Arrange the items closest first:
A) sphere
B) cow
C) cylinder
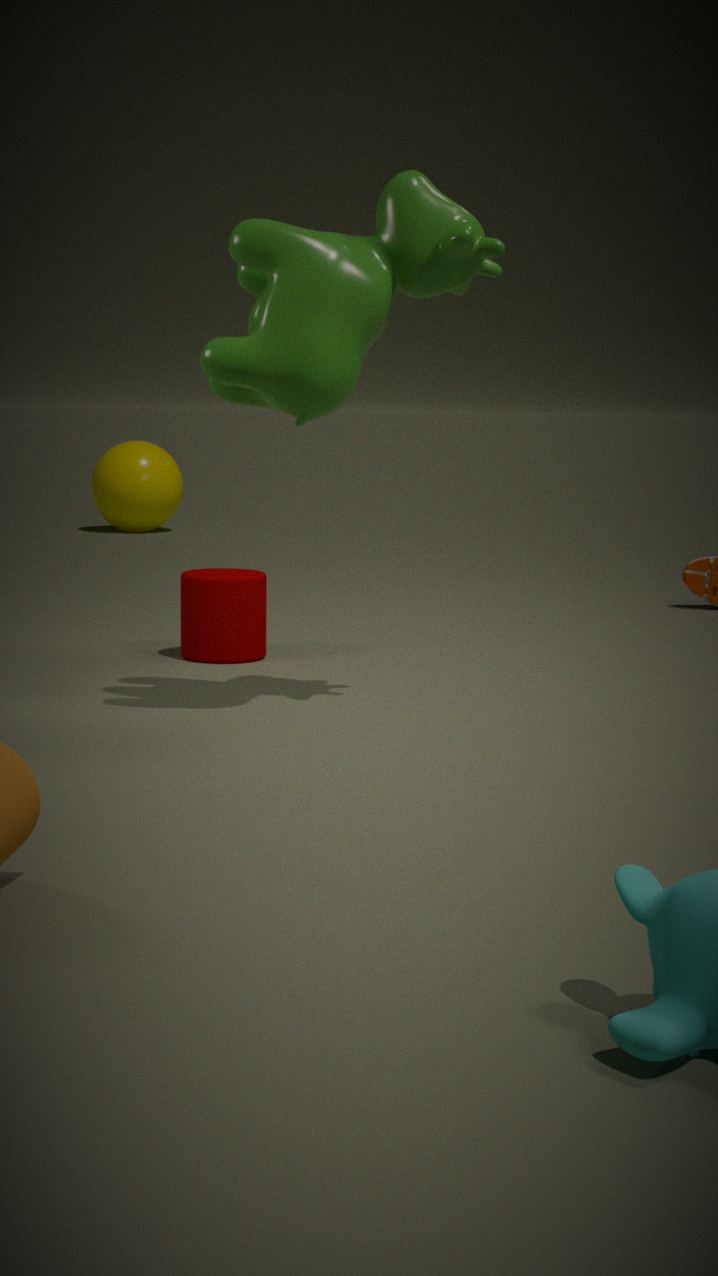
cow
cylinder
sphere
